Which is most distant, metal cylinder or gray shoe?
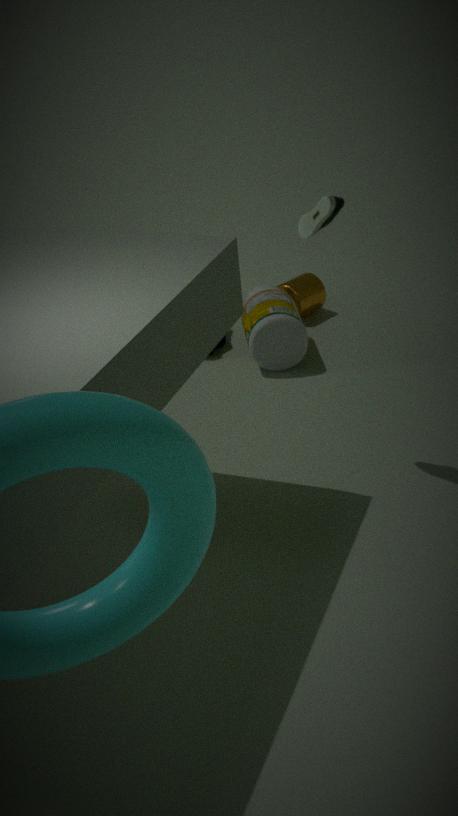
metal cylinder
